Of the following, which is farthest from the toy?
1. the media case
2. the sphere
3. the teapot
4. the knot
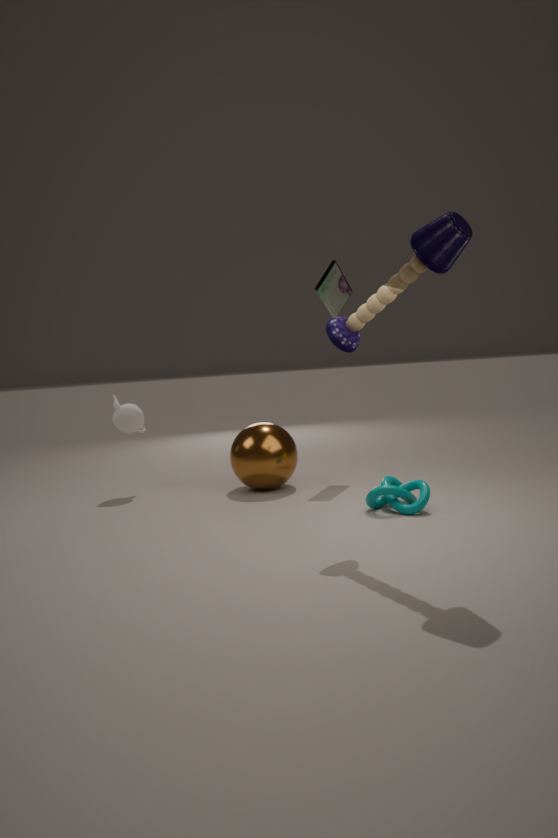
the teapot
